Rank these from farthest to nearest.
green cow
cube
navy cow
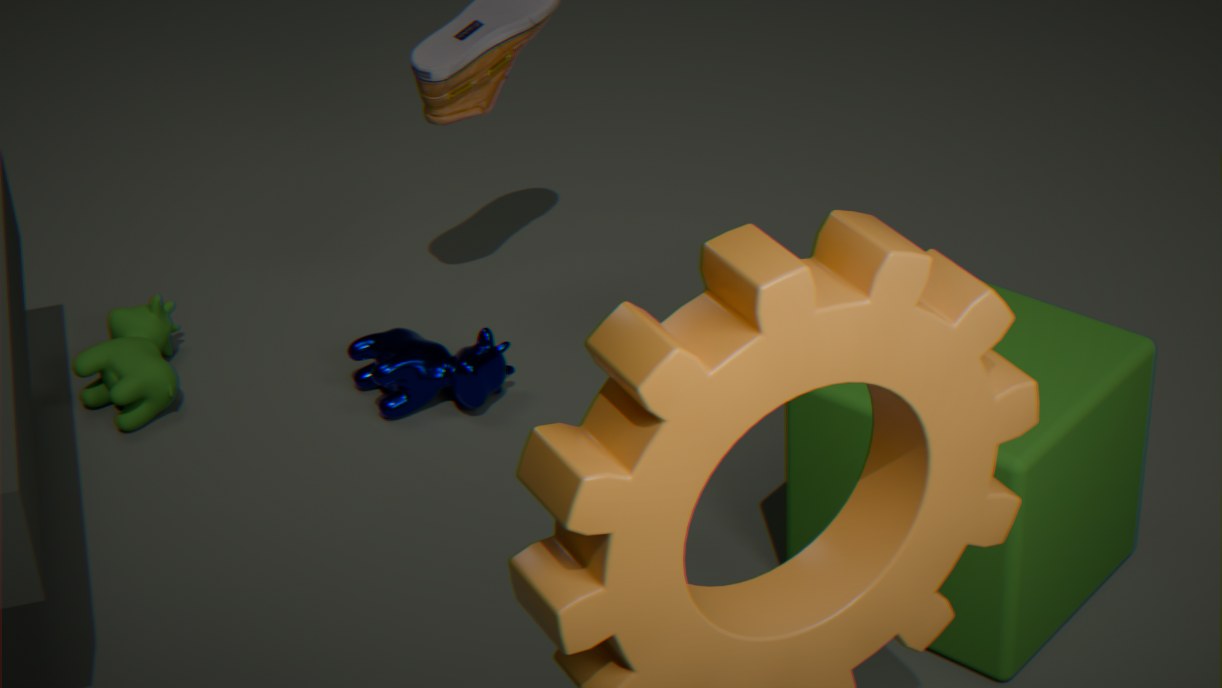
green cow → navy cow → cube
